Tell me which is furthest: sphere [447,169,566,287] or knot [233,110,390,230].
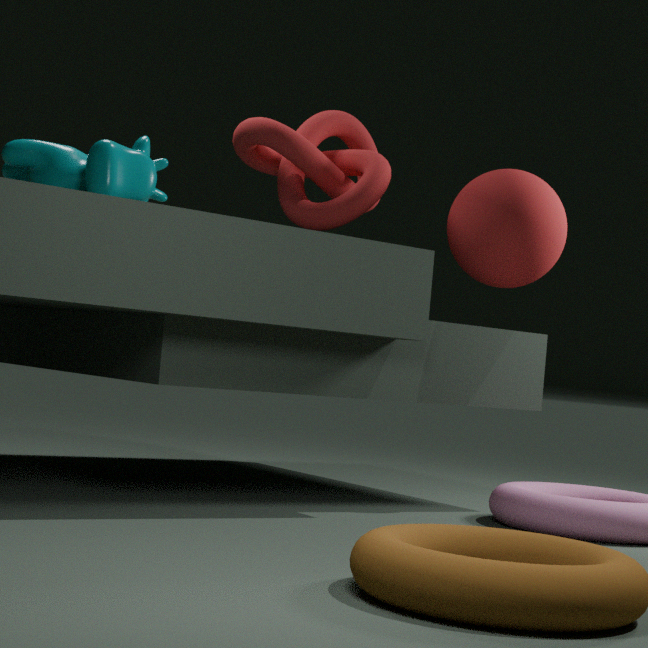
A: knot [233,110,390,230]
